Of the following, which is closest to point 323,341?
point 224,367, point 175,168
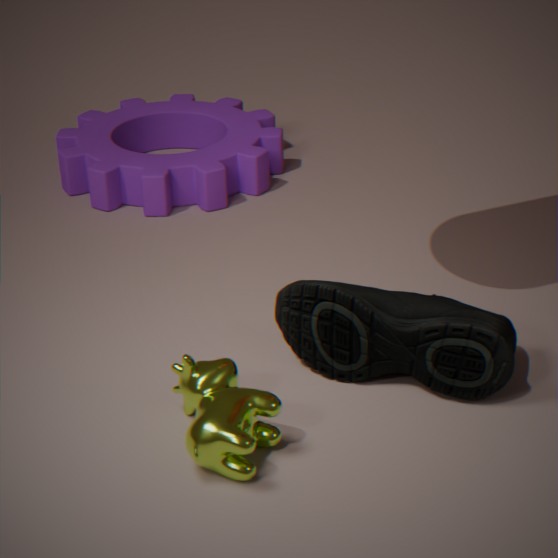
point 224,367
